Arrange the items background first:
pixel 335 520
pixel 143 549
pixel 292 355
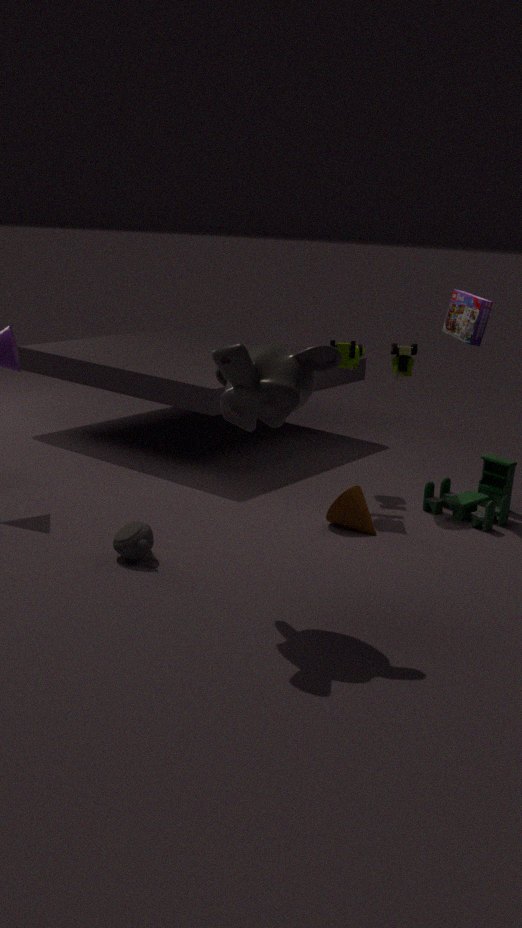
pixel 335 520 < pixel 143 549 < pixel 292 355
